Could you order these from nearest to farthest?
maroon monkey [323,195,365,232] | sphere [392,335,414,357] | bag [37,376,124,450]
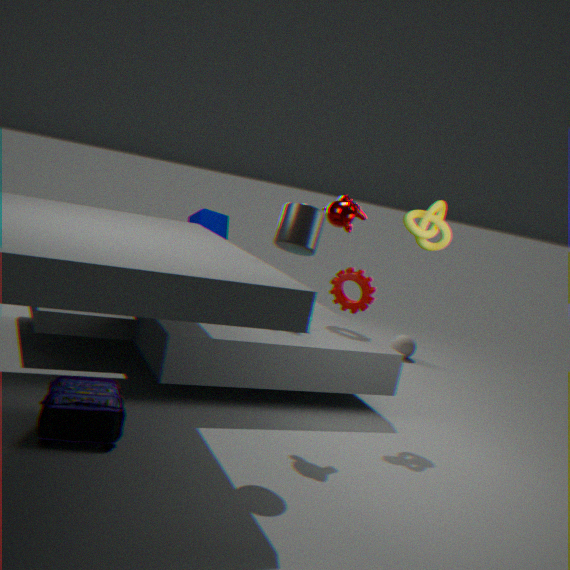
bag [37,376,124,450]
maroon monkey [323,195,365,232]
sphere [392,335,414,357]
